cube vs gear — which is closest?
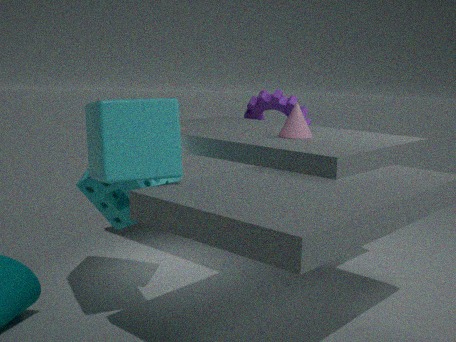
cube
